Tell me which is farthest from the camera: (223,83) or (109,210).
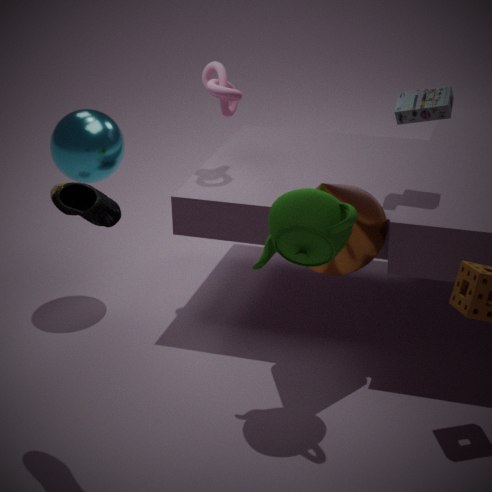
(223,83)
